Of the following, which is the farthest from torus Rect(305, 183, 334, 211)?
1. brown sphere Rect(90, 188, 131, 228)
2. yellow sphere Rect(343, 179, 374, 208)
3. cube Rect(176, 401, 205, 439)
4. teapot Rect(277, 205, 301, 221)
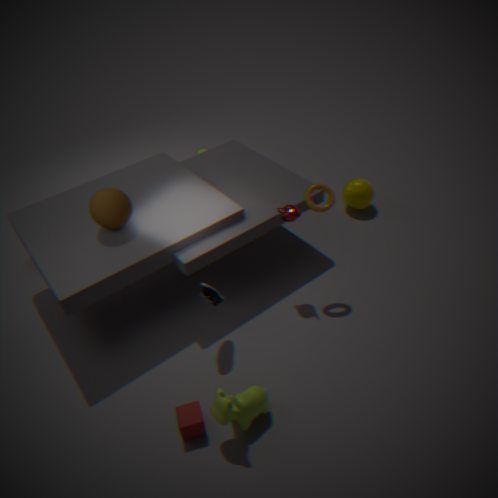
cube Rect(176, 401, 205, 439)
